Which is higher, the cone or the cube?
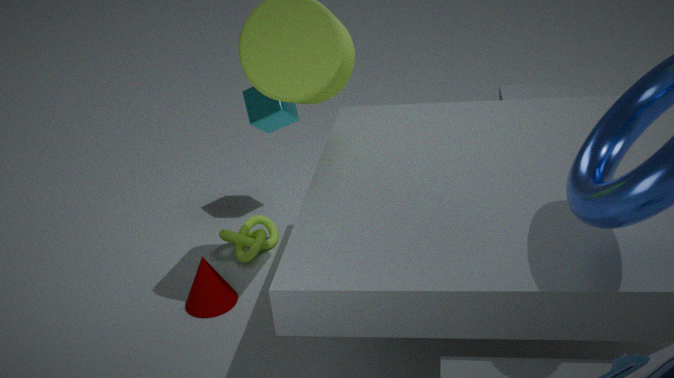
the cube
